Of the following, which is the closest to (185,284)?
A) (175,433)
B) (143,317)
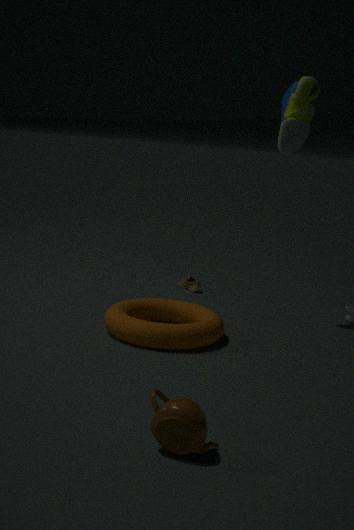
(143,317)
